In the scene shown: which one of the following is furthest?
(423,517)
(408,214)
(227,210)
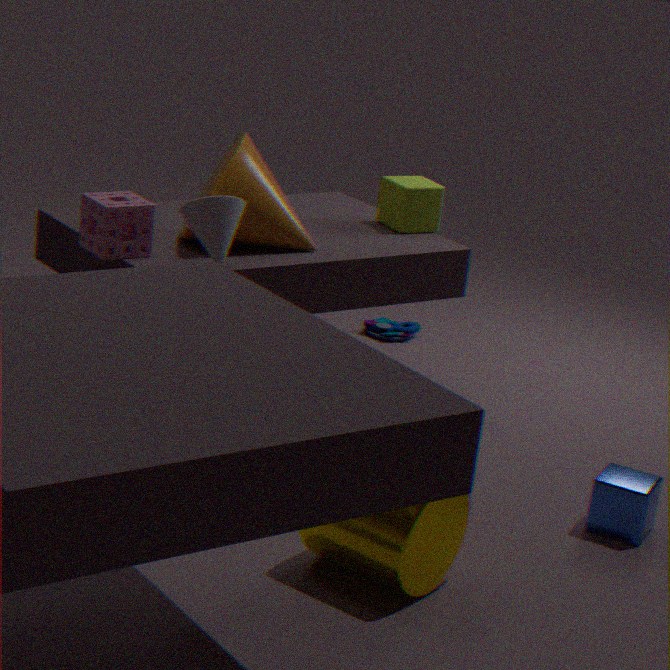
(408,214)
